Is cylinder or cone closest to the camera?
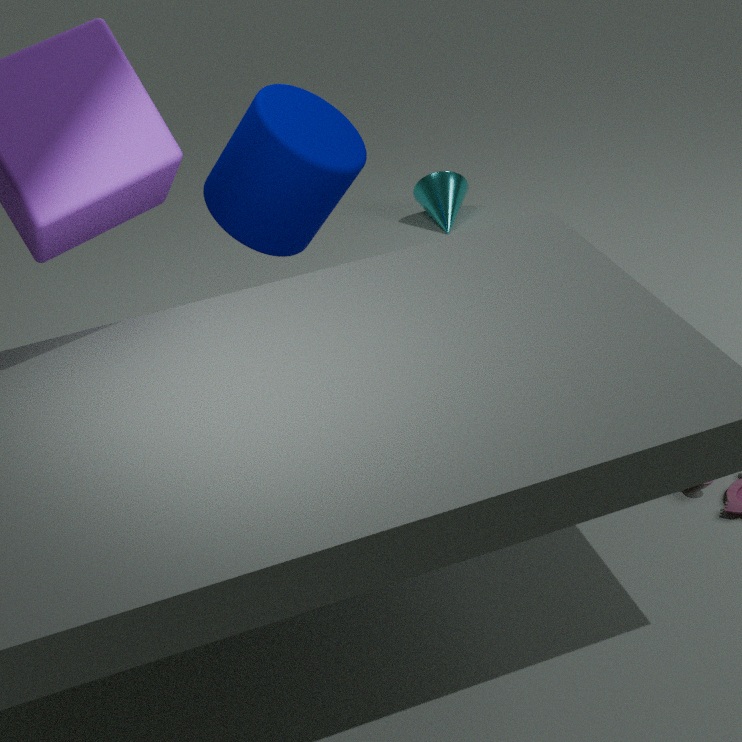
cylinder
